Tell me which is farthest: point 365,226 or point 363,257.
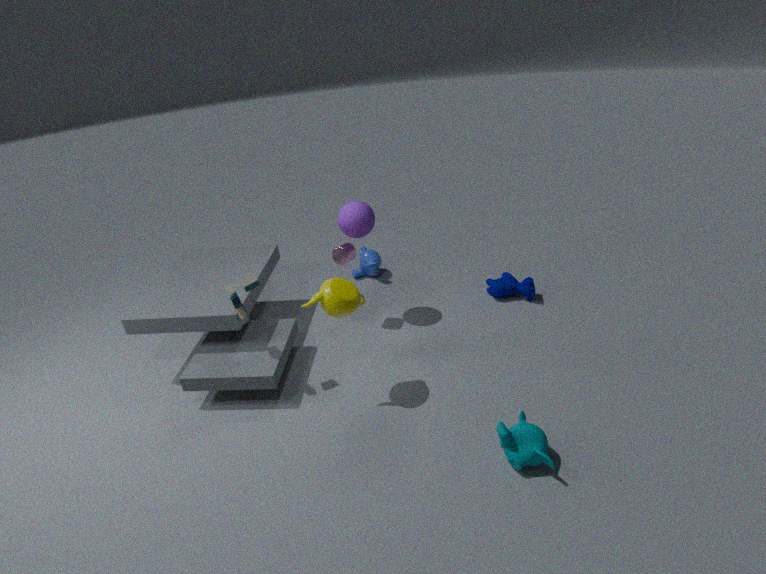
point 363,257
